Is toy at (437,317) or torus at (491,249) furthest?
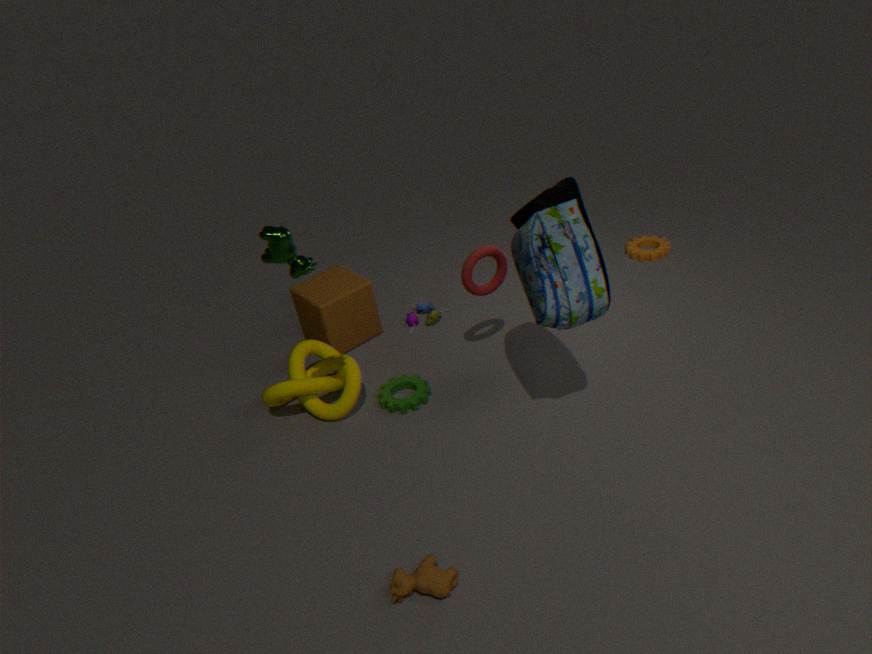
toy at (437,317)
